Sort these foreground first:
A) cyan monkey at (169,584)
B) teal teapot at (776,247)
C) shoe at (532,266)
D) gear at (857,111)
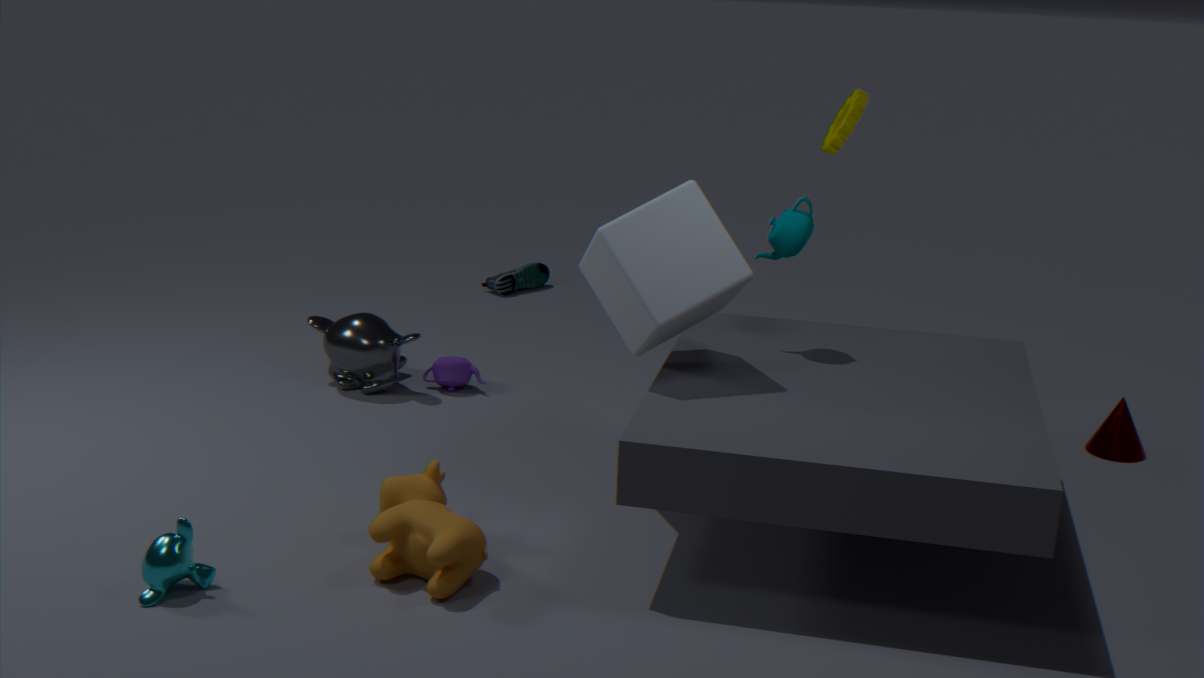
cyan monkey at (169,584)
teal teapot at (776,247)
gear at (857,111)
shoe at (532,266)
